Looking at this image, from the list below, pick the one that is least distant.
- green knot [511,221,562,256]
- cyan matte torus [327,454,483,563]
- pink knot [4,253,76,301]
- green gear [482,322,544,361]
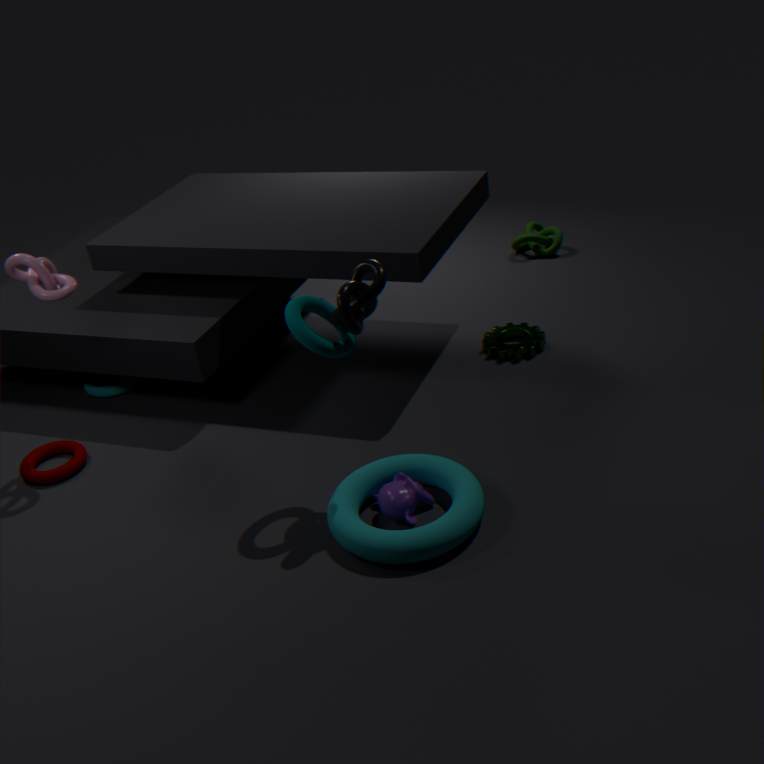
cyan matte torus [327,454,483,563]
